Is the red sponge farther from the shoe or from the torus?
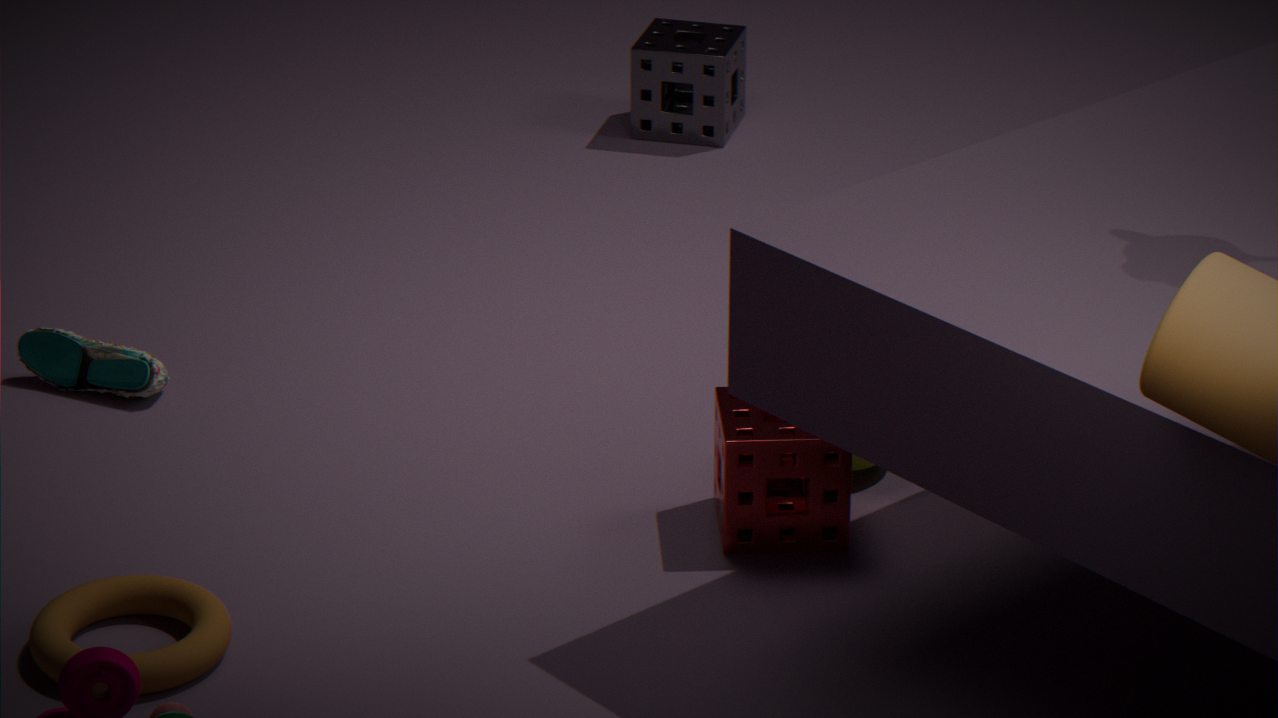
the shoe
